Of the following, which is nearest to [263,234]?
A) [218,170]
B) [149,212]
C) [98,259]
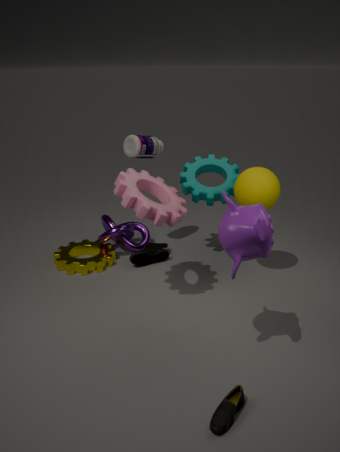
[149,212]
